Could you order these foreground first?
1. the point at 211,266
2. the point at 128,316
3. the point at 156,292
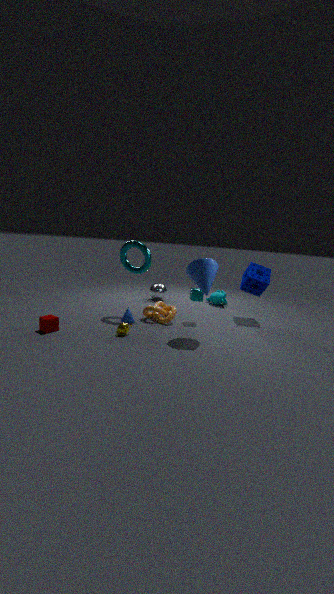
the point at 211,266
the point at 128,316
the point at 156,292
